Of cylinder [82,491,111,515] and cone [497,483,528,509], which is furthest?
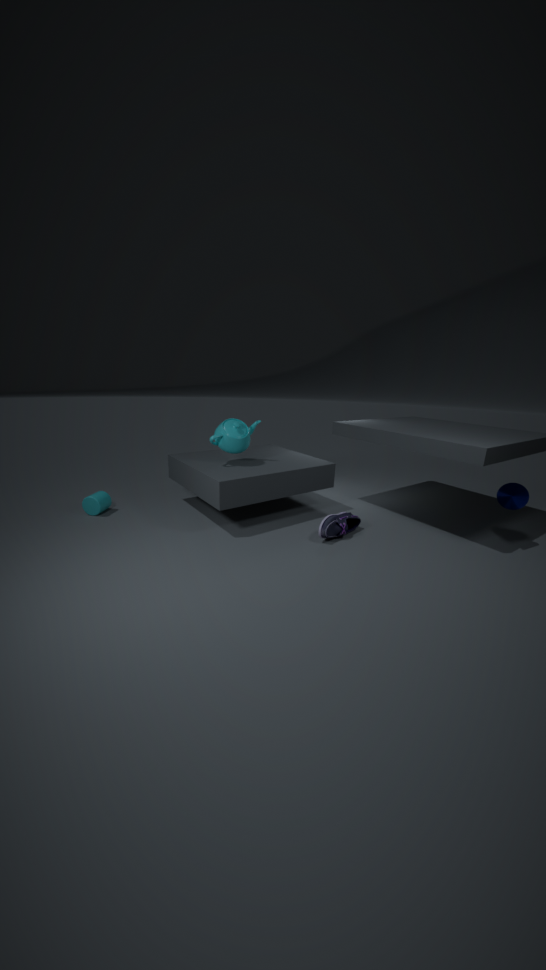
cylinder [82,491,111,515]
